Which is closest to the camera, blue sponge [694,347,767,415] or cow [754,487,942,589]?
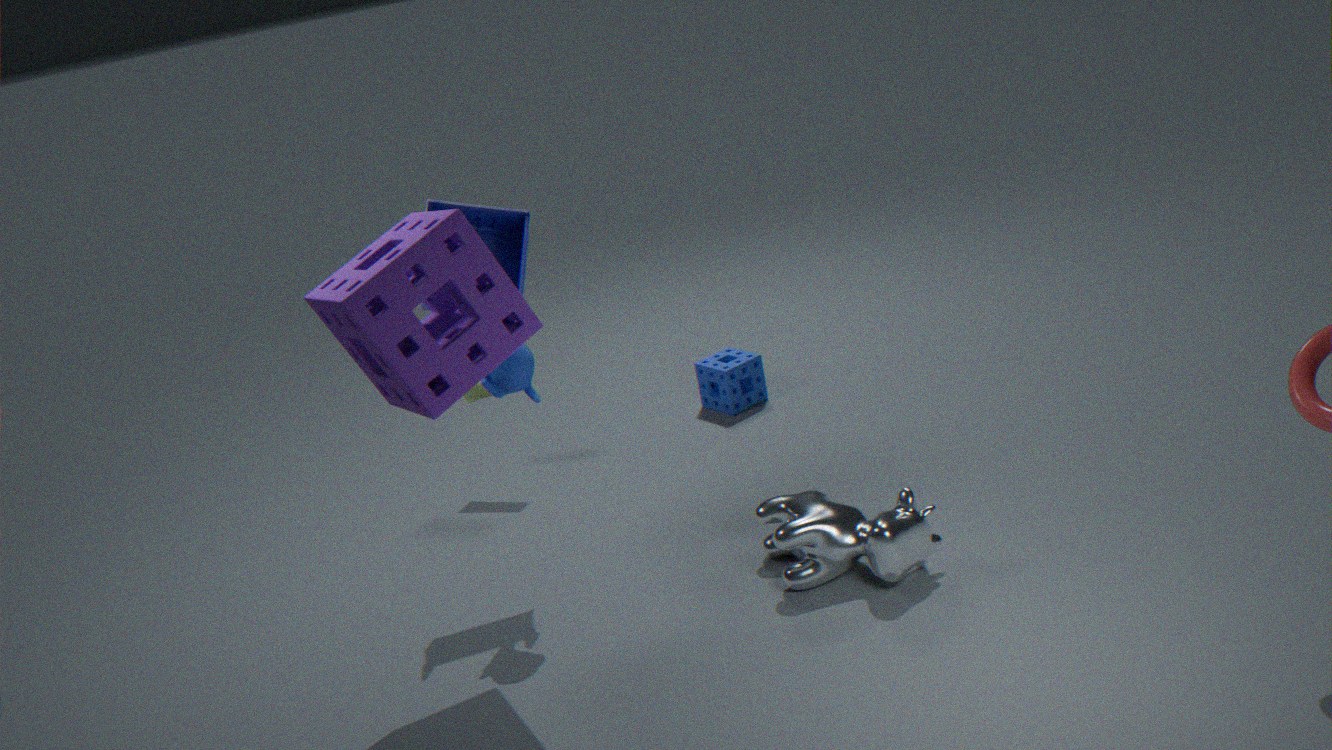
cow [754,487,942,589]
